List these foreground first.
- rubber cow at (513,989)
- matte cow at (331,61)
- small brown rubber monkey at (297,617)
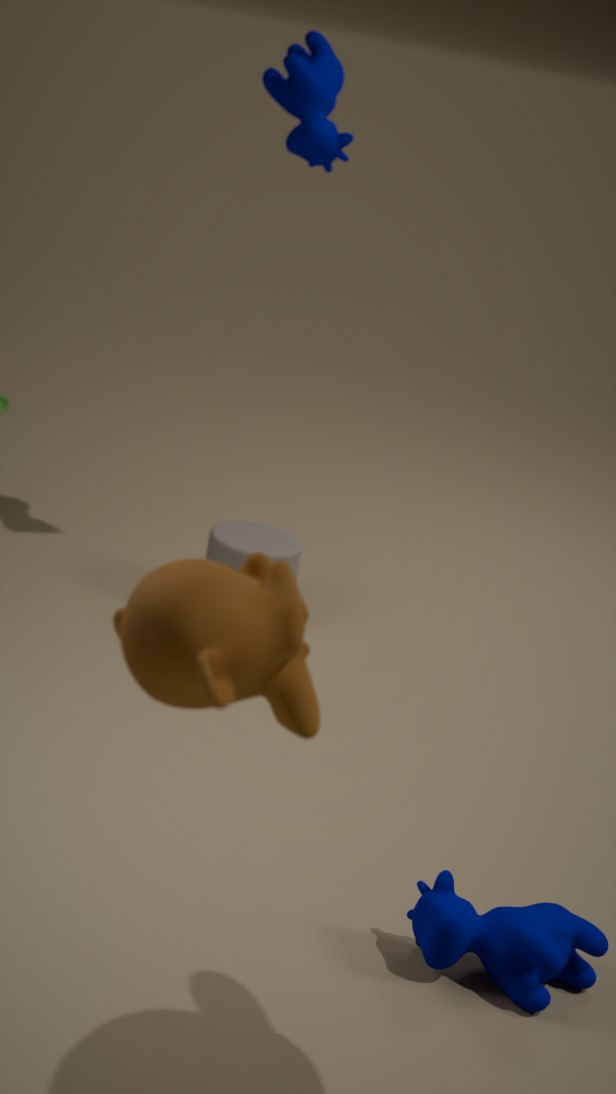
1. small brown rubber monkey at (297,617)
2. rubber cow at (513,989)
3. matte cow at (331,61)
